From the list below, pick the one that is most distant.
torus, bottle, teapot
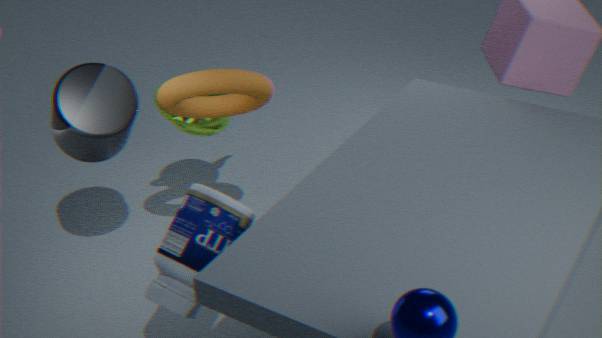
teapot
